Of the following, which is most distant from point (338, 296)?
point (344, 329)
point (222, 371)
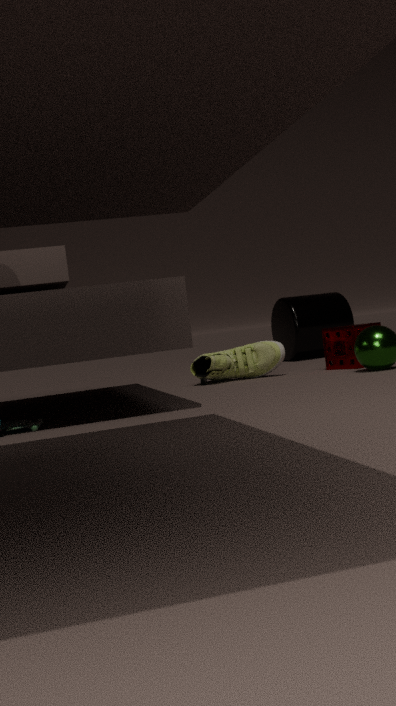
point (222, 371)
